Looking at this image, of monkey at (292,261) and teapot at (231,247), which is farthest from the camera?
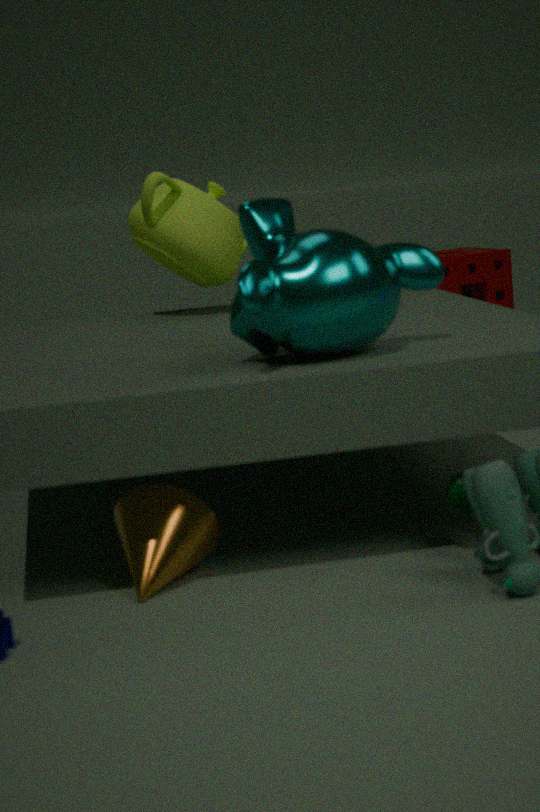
teapot at (231,247)
